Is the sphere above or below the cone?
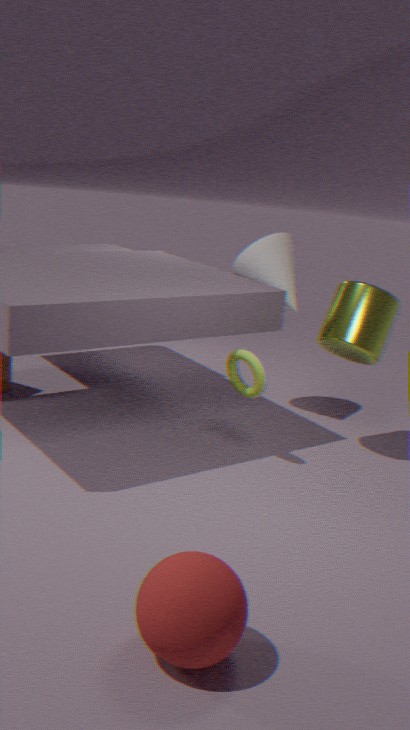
below
